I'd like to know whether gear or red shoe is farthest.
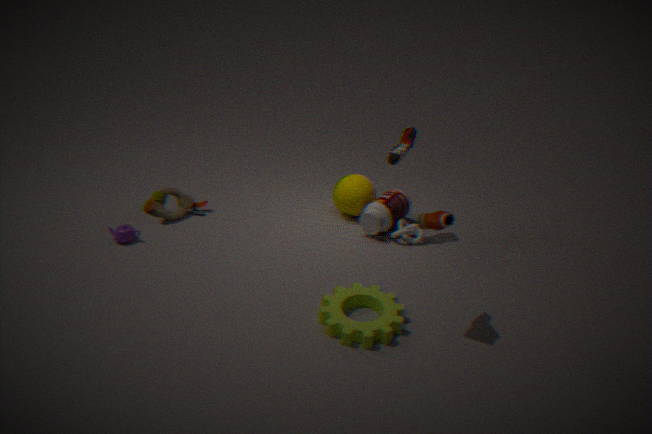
red shoe
